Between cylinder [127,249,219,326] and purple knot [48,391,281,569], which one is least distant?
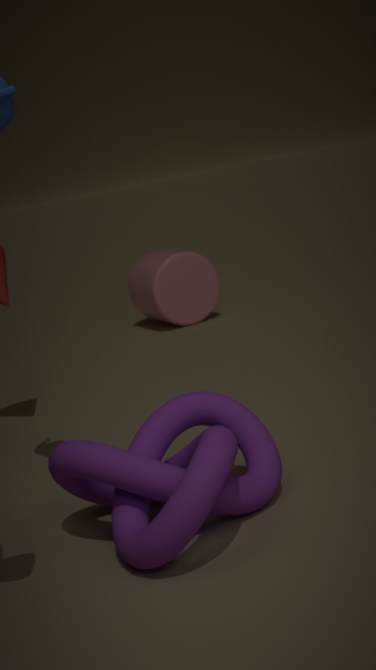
purple knot [48,391,281,569]
